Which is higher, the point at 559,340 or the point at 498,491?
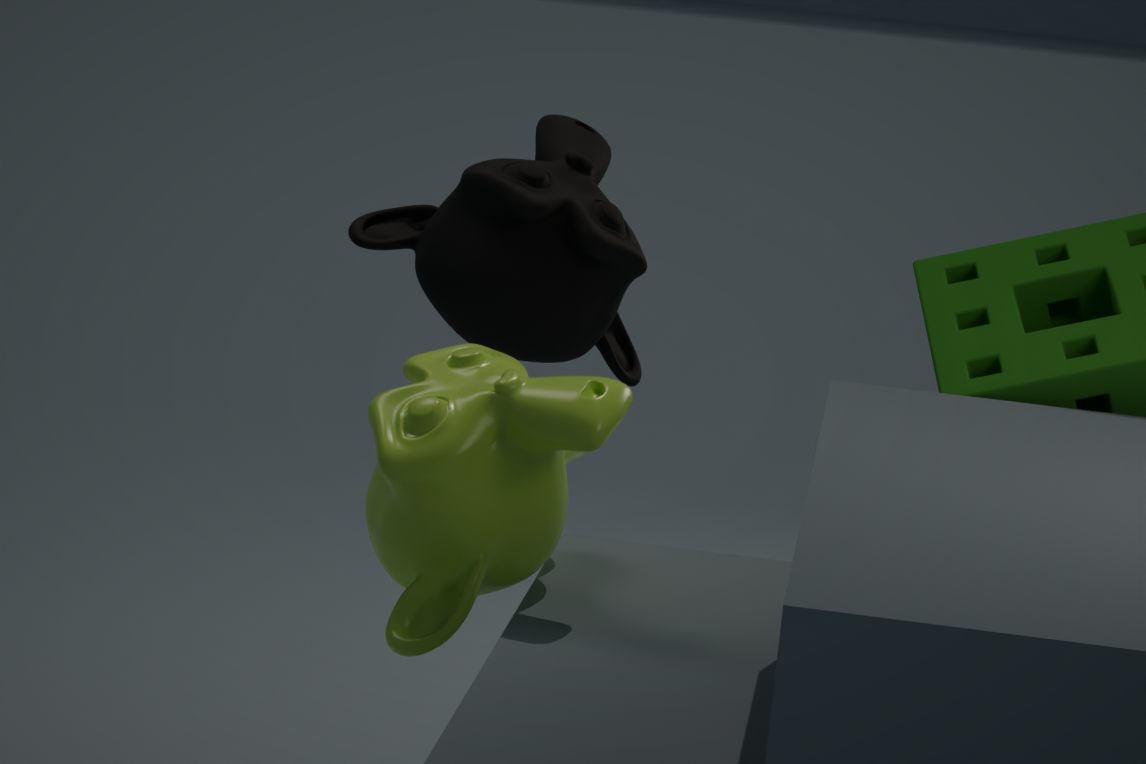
the point at 559,340
